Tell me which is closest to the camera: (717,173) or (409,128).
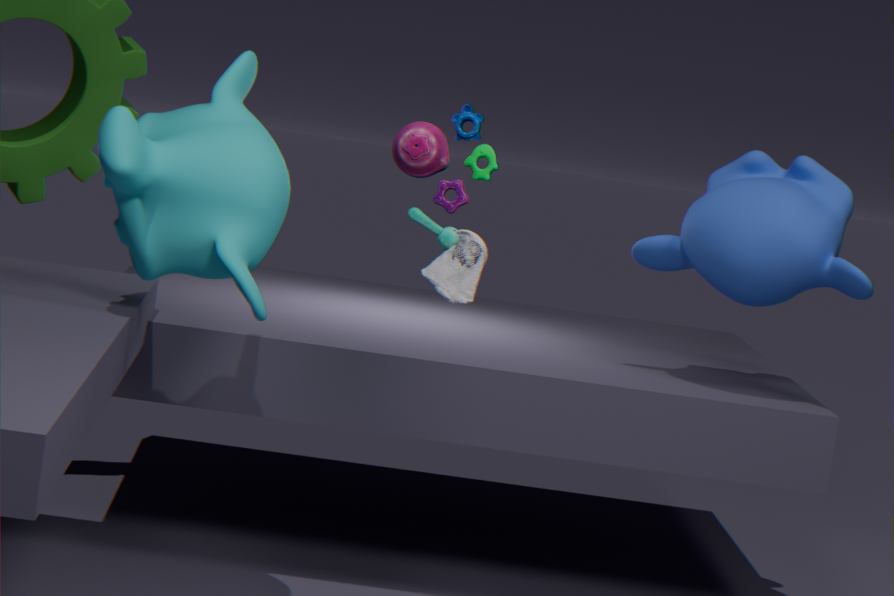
(409,128)
